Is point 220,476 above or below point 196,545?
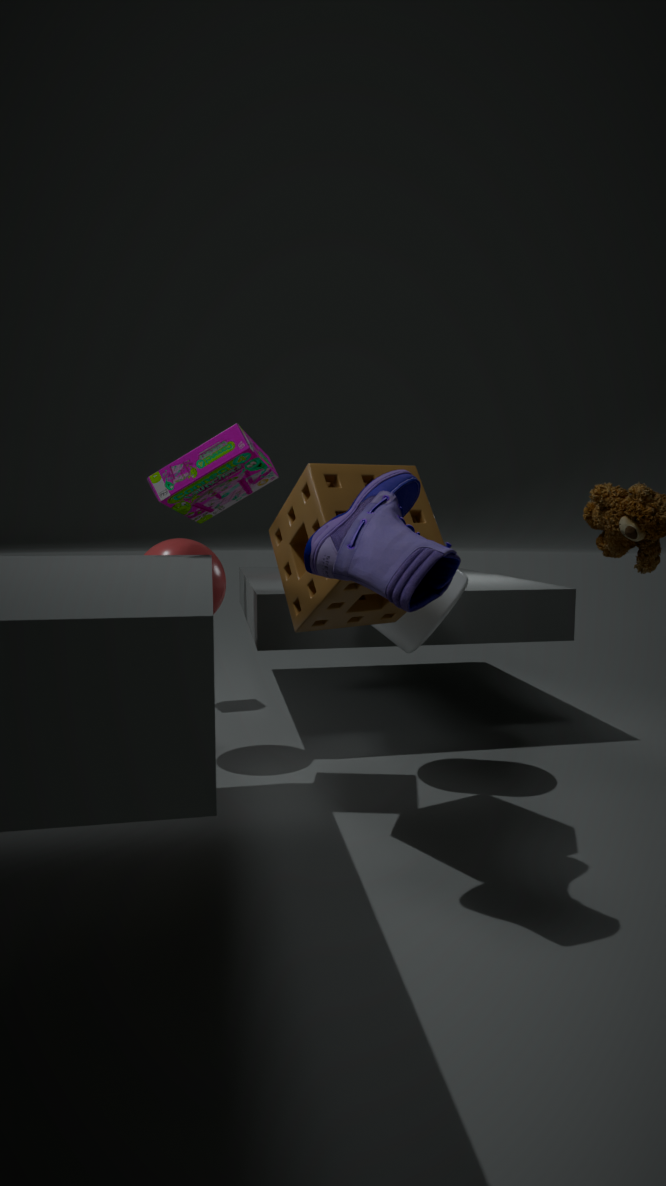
above
